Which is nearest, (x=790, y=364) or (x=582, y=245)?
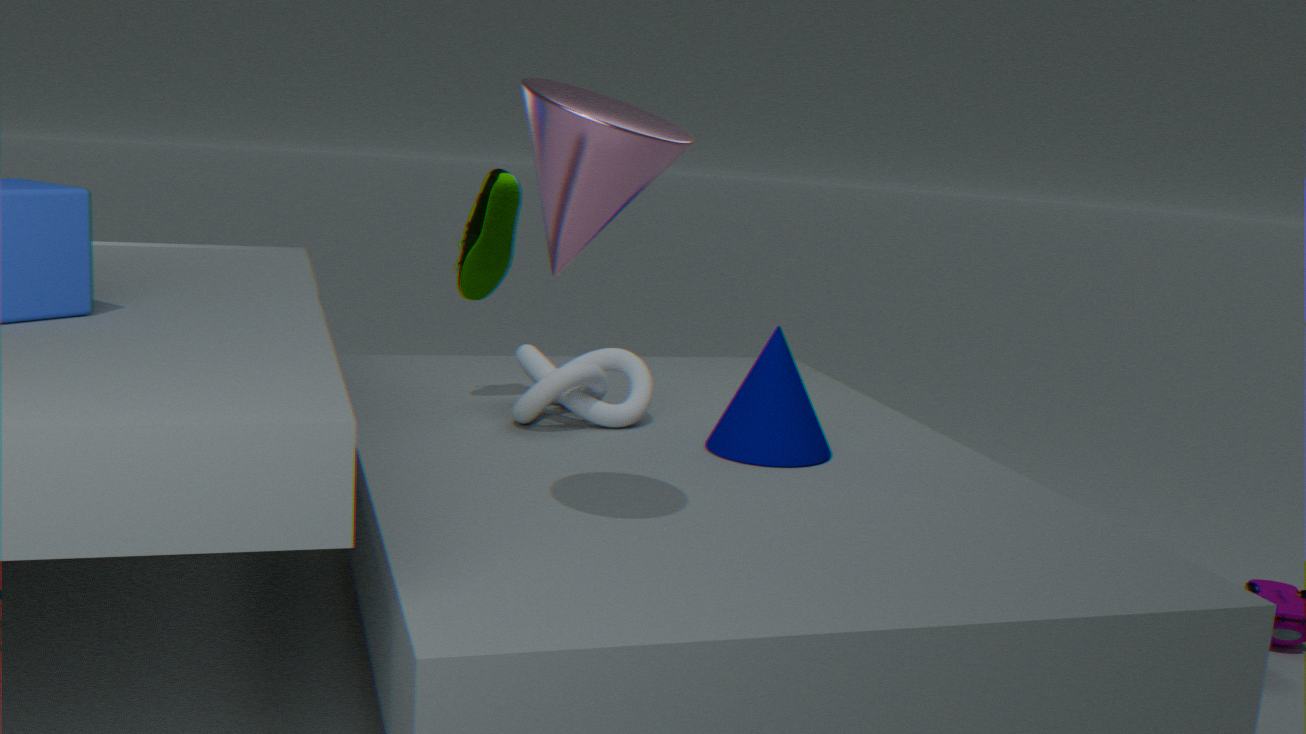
(x=582, y=245)
